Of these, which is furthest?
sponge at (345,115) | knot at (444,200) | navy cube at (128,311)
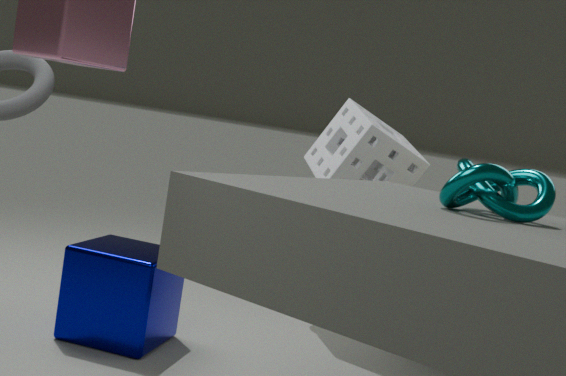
sponge at (345,115)
